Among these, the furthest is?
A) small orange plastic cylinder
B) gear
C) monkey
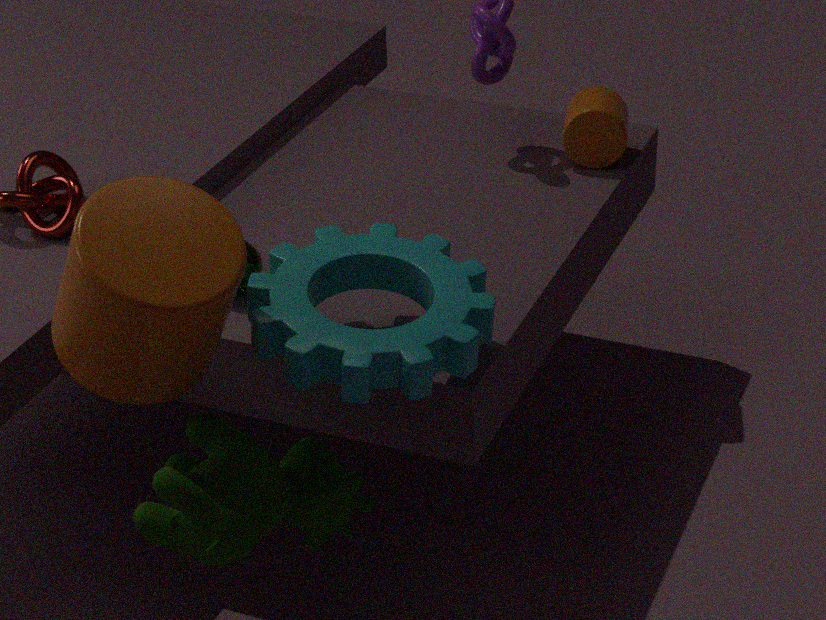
small orange plastic cylinder
